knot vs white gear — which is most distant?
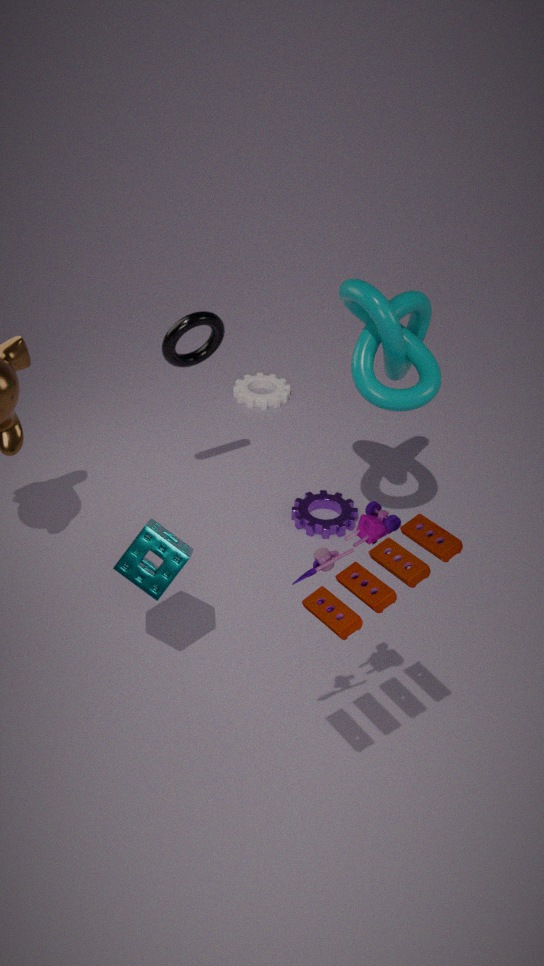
white gear
